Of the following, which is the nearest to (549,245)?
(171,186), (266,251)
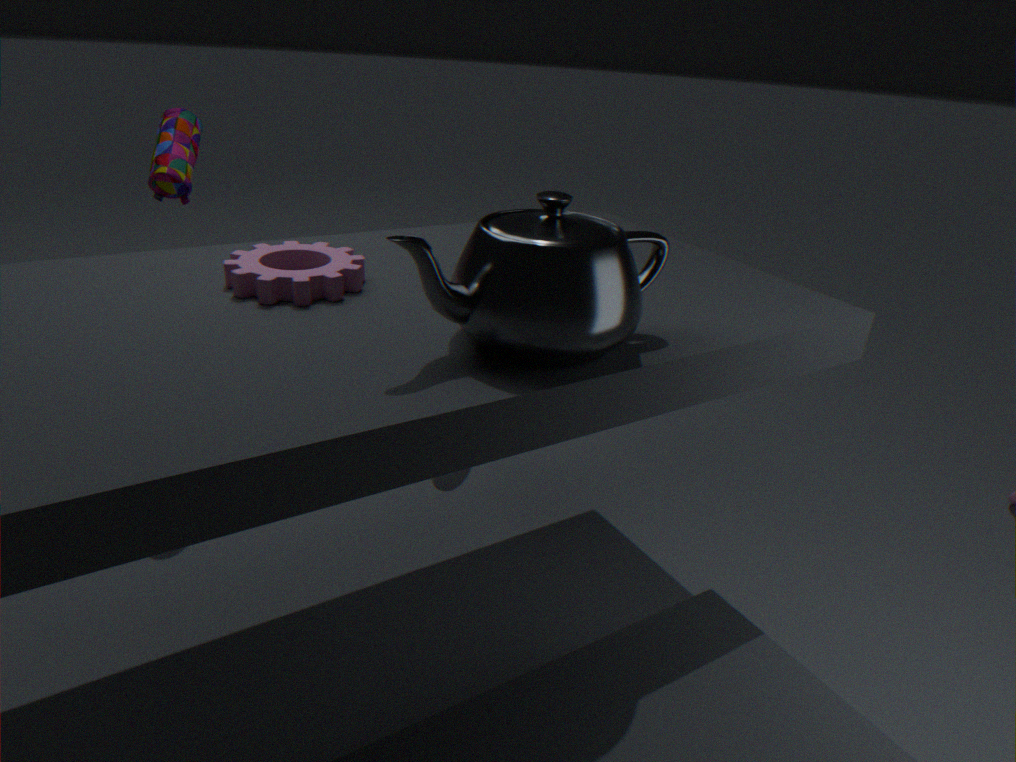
(266,251)
